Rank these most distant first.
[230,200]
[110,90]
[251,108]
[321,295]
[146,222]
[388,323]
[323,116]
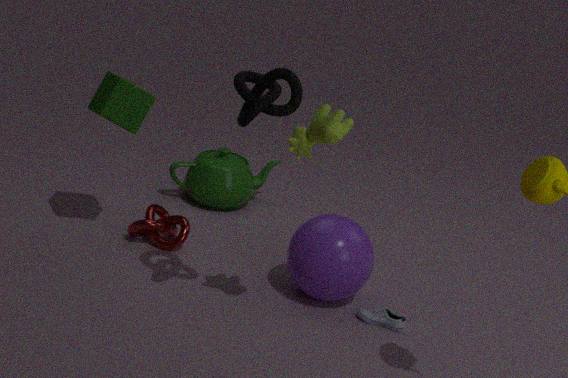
[230,200] → [146,222] → [110,90] → [321,295] → [388,323] → [323,116] → [251,108]
